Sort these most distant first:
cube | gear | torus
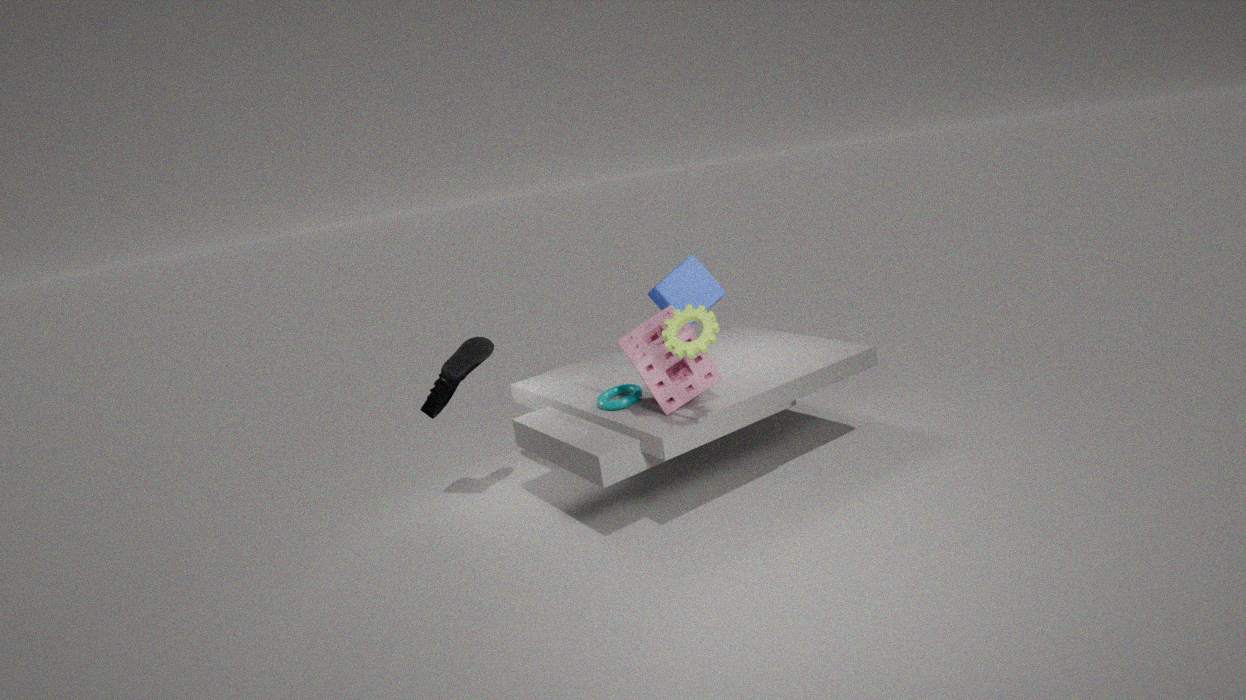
cube, torus, gear
